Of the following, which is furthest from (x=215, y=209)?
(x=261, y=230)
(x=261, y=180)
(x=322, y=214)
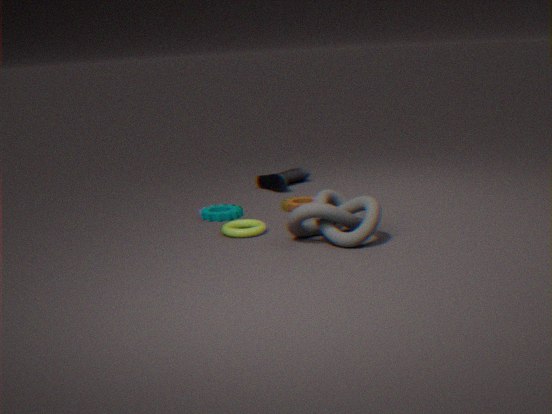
(x=322, y=214)
